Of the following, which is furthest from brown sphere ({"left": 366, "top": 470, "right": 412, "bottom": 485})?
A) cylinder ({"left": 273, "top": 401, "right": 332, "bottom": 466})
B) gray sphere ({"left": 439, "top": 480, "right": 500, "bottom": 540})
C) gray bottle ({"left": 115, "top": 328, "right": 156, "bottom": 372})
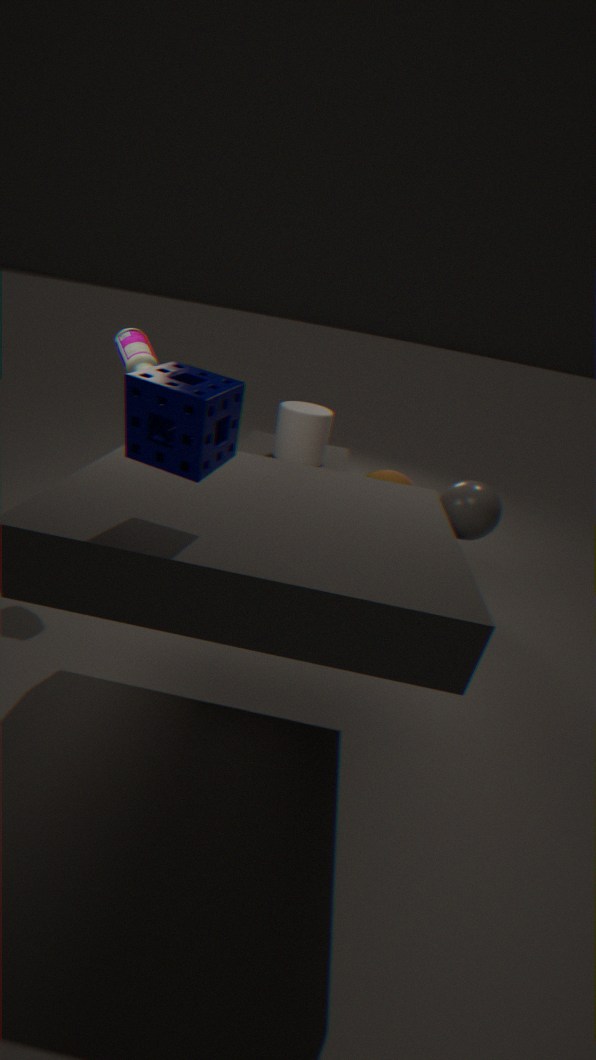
gray bottle ({"left": 115, "top": 328, "right": 156, "bottom": 372})
